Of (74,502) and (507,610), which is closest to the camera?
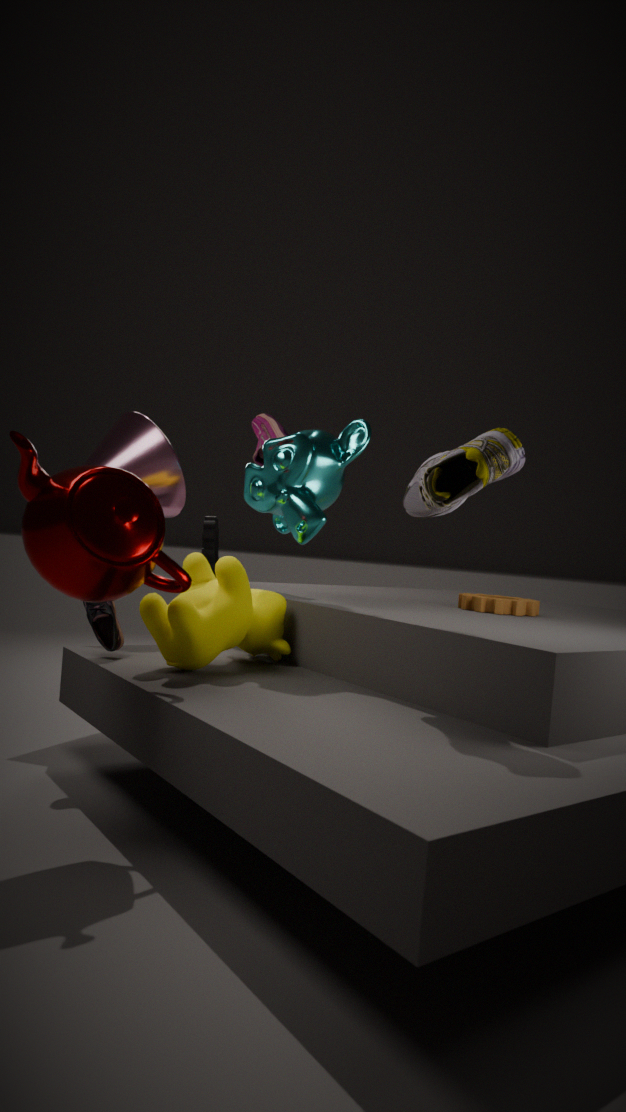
(74,502)
